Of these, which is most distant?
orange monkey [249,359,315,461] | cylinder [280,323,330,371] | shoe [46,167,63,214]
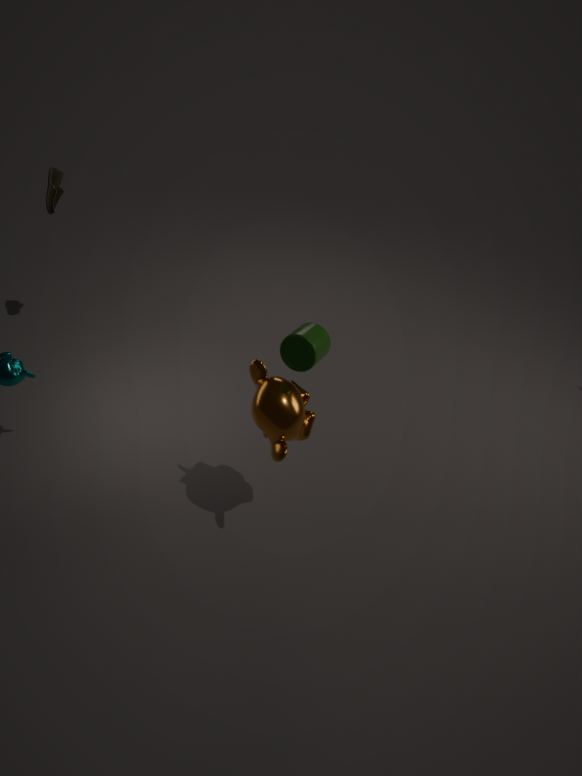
shoe [46,167,63,214]
